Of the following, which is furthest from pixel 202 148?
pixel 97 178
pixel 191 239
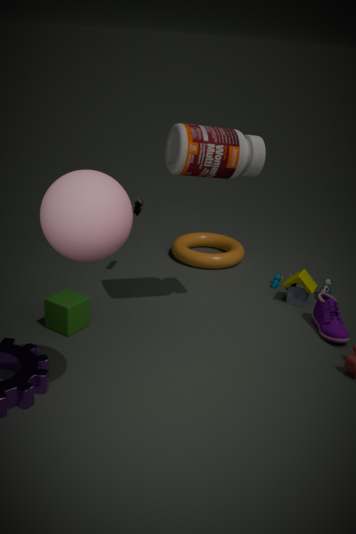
pixel 191 239
